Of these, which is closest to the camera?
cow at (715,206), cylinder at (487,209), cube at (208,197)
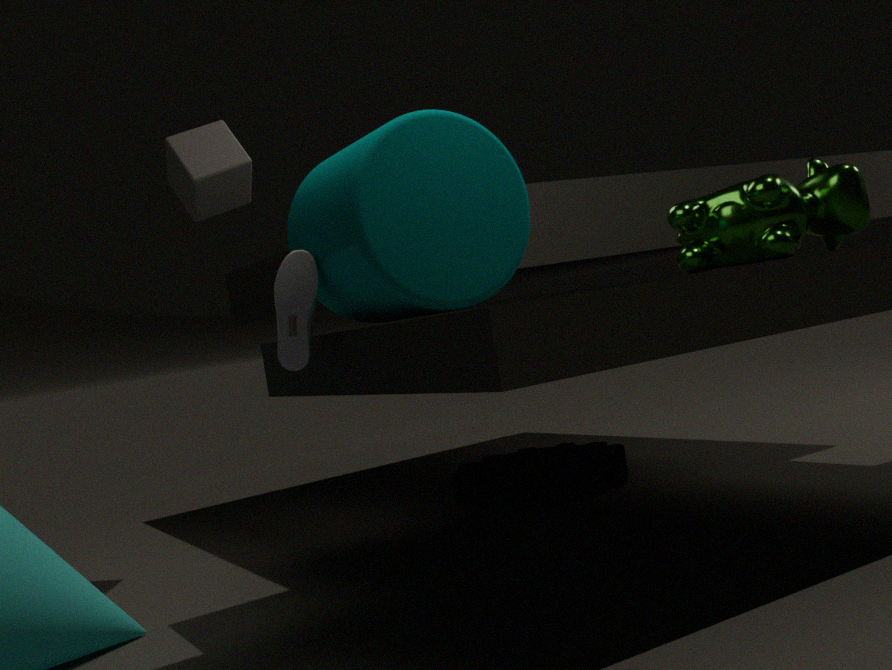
cylinder at (487,209)
